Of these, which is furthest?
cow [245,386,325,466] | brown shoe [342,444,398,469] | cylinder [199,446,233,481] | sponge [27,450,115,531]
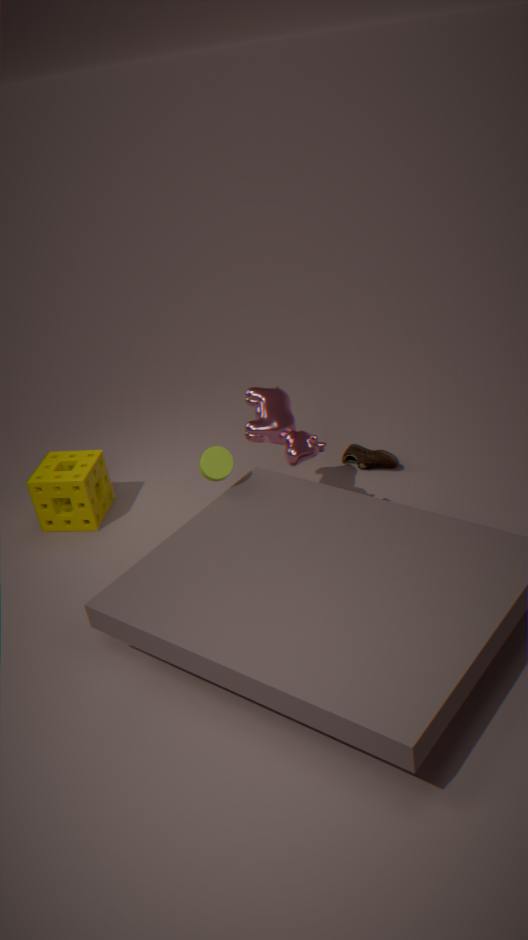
brown shoe [342,444,398,469]
